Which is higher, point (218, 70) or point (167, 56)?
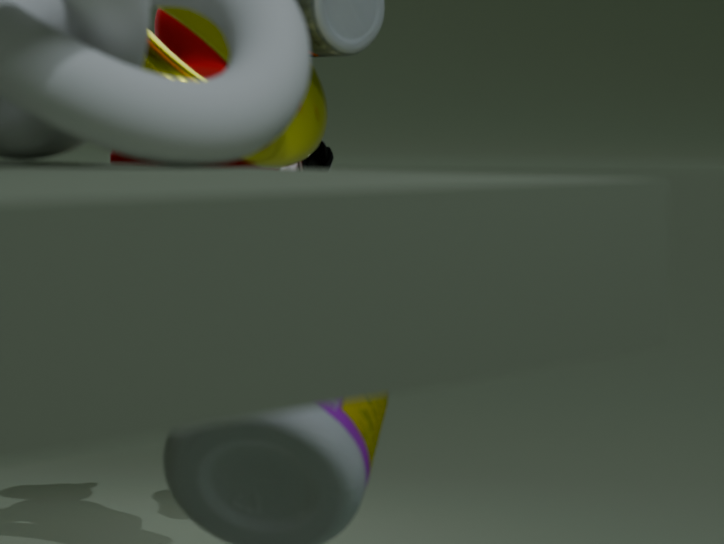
point (167, 56)
